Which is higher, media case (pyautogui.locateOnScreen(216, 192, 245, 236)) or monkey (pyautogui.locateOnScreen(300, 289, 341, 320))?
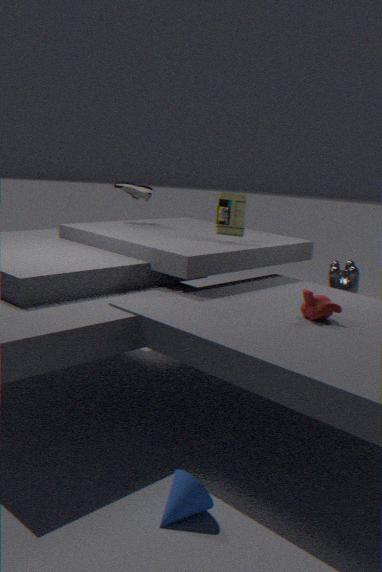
media case (pyautogui.locateOnScreen(216, 192, 245, 236))
